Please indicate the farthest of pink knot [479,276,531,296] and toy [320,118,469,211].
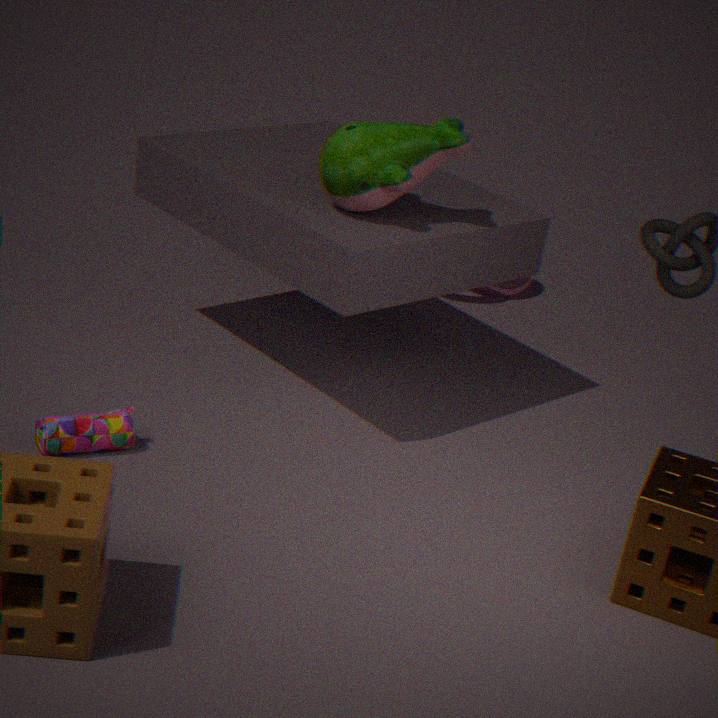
pink knot [479,276,531,296]
